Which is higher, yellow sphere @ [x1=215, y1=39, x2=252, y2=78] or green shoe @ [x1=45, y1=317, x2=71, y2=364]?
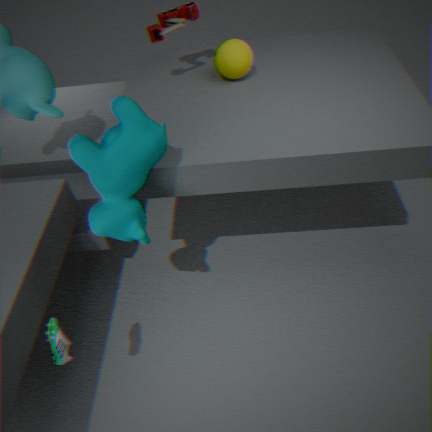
yellow sphere @ [x1=215, y1=39, x2=252, y2=78]
